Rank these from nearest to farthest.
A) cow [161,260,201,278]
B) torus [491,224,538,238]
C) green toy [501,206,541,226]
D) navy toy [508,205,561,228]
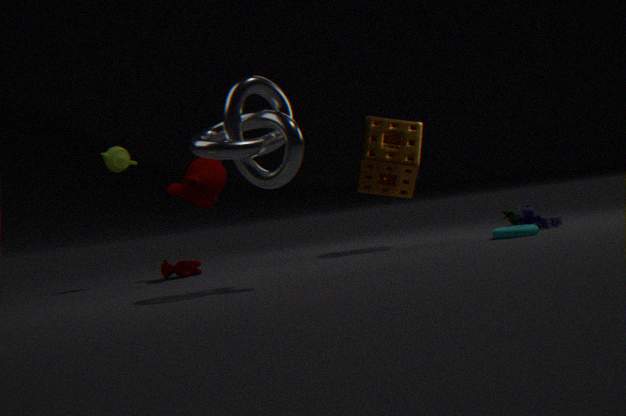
B. torus [491,224,538,238], D. navy toy [508,205,561,228], A. cow [161,260,201,278], C. green toy [501,206,541,226]
